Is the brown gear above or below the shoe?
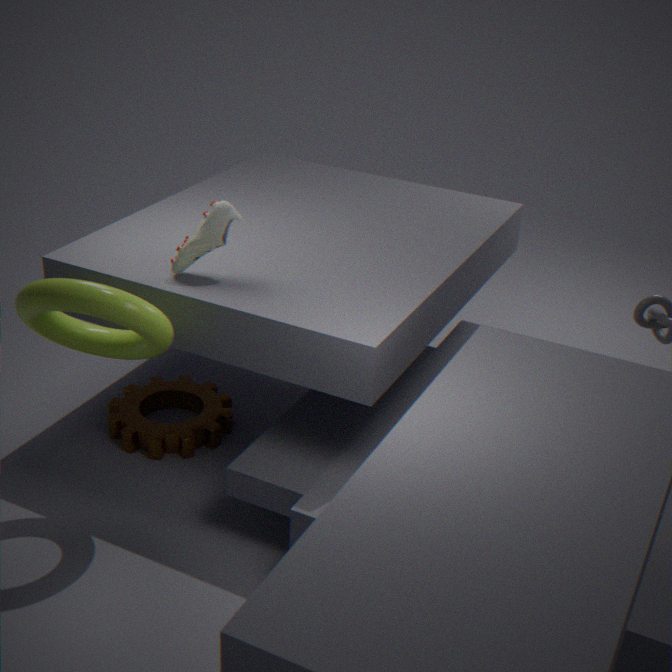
below
